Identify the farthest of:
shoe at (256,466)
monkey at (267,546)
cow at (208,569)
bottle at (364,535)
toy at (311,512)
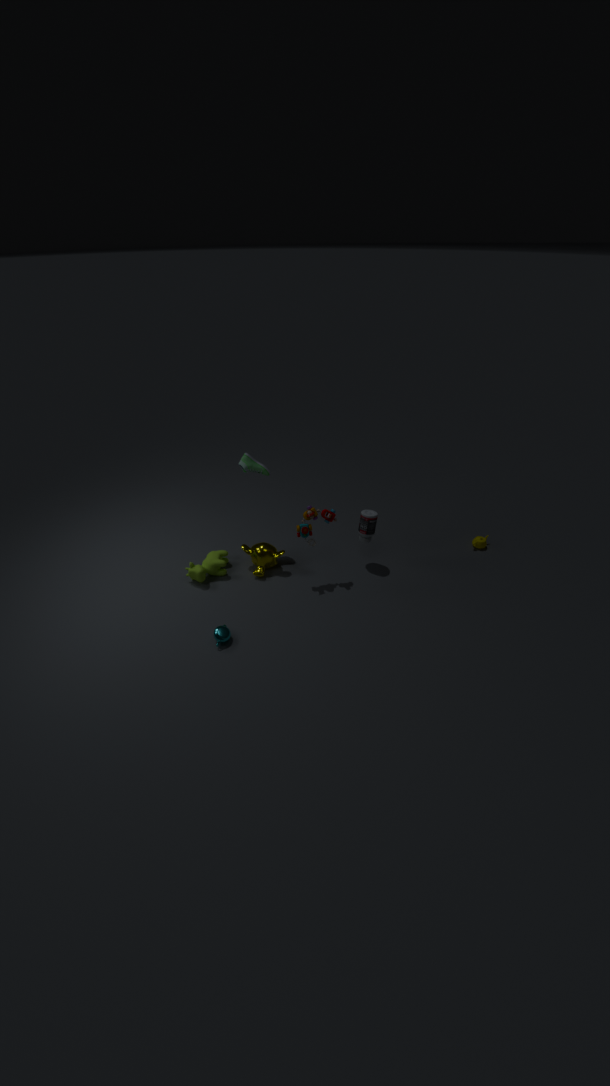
monkey at (267,546)
